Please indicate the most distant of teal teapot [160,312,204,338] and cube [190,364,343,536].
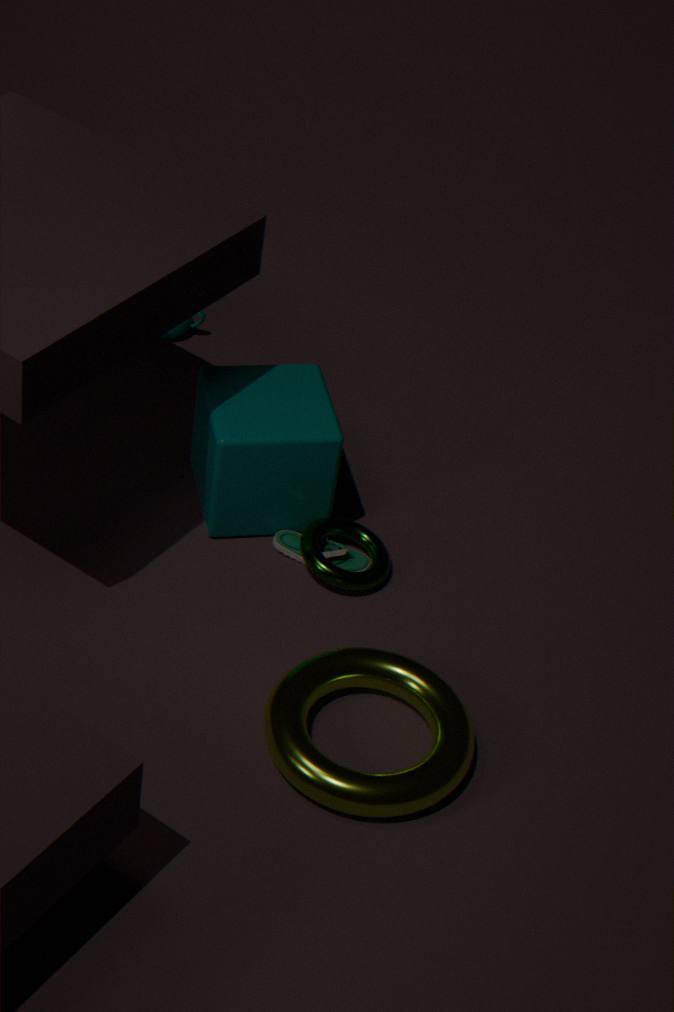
teal teapot [160,312,204,338]
